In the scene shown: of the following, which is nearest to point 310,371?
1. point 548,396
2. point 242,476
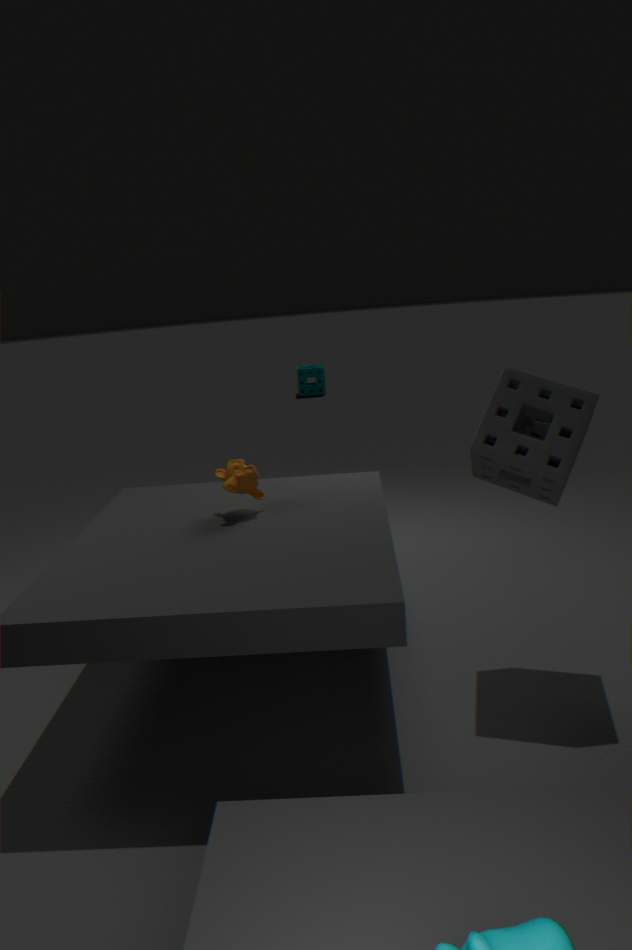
point 242,476
